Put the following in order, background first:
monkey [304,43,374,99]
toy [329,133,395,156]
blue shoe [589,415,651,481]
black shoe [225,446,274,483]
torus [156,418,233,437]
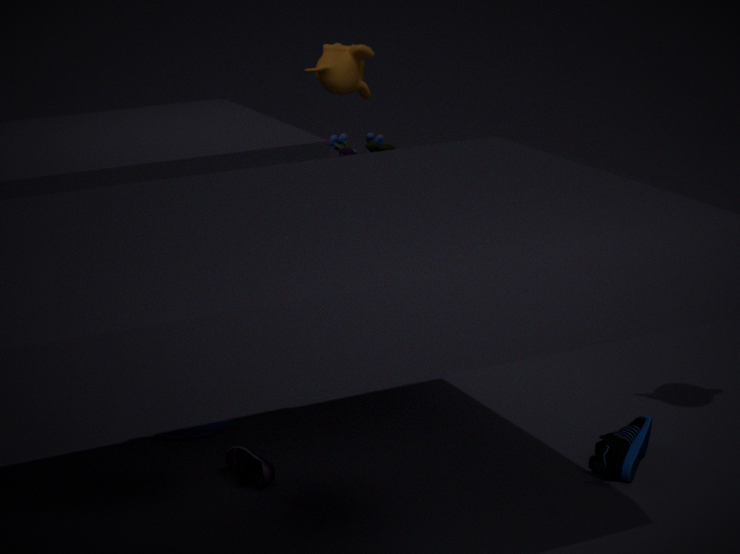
toy [329,133,395,156]
monkey [304,43,374,99]
torus [156,418,233,437]
black shoe [225,446,274,483]
blue shoe [589,415,651,481]
